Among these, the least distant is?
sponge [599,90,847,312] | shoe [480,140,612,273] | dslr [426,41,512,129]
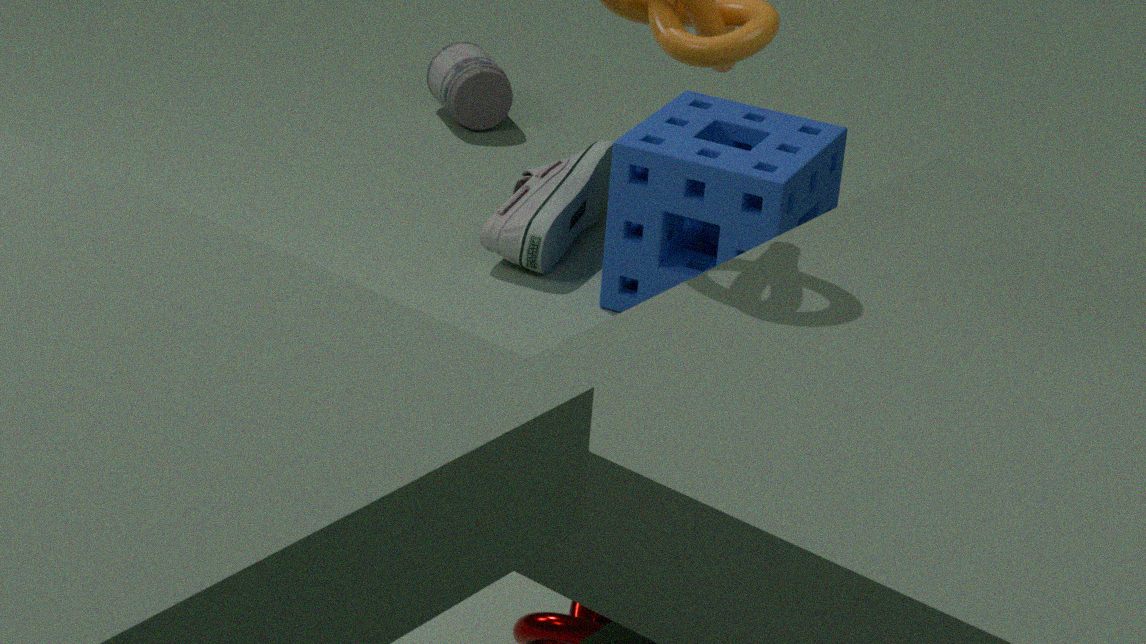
sponge [599,90,847,312]
